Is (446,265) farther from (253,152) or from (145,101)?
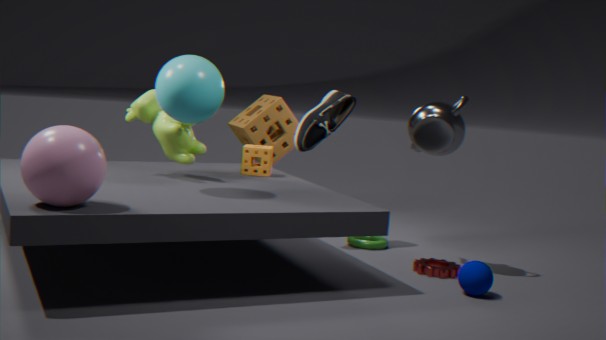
(145,101)
